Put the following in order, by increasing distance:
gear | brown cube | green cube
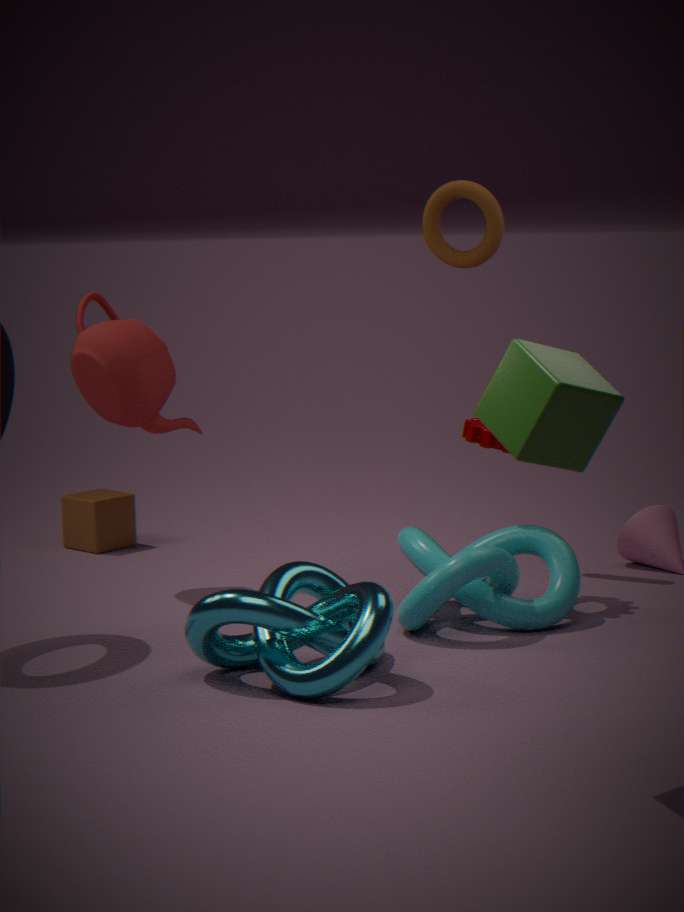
green cube → gear → brown cube
